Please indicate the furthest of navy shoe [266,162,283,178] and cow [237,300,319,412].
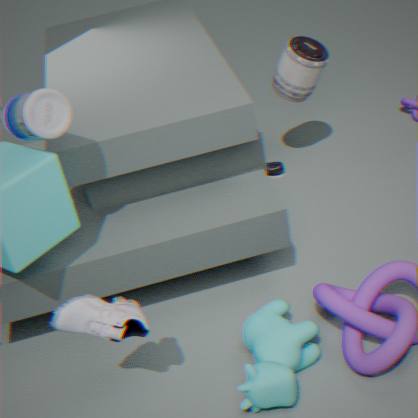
navy shoe [266,162,283,178]
